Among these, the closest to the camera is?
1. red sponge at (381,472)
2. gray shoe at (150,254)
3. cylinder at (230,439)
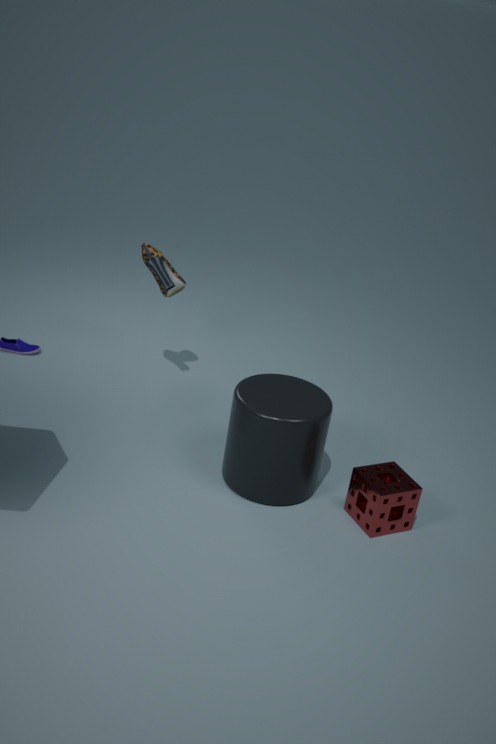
cylinder at (230,439)
